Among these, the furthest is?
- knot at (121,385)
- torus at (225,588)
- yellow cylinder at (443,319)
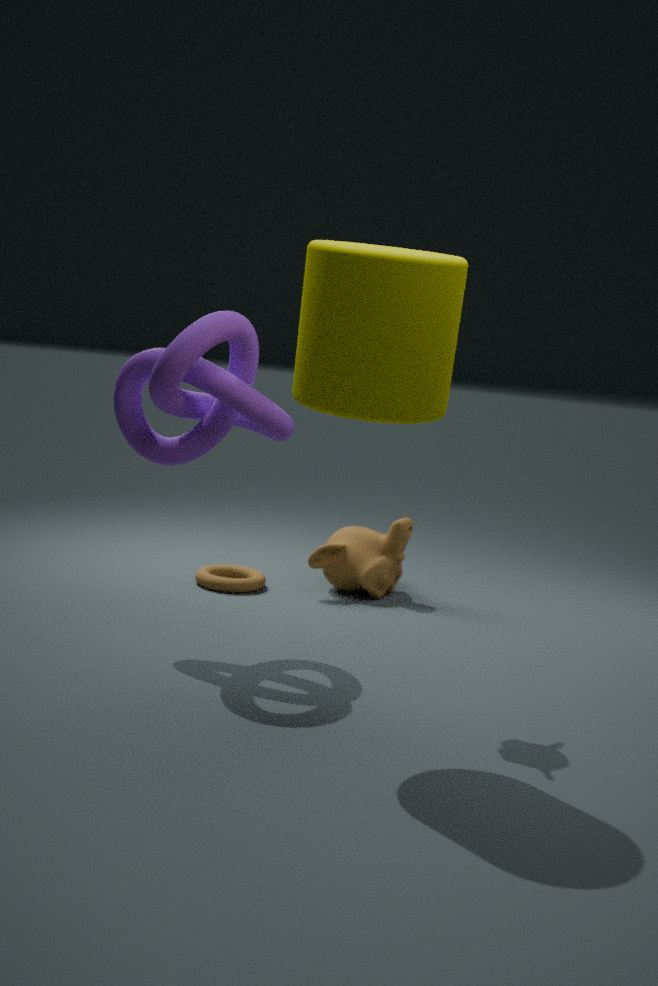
torus at (225,588)
